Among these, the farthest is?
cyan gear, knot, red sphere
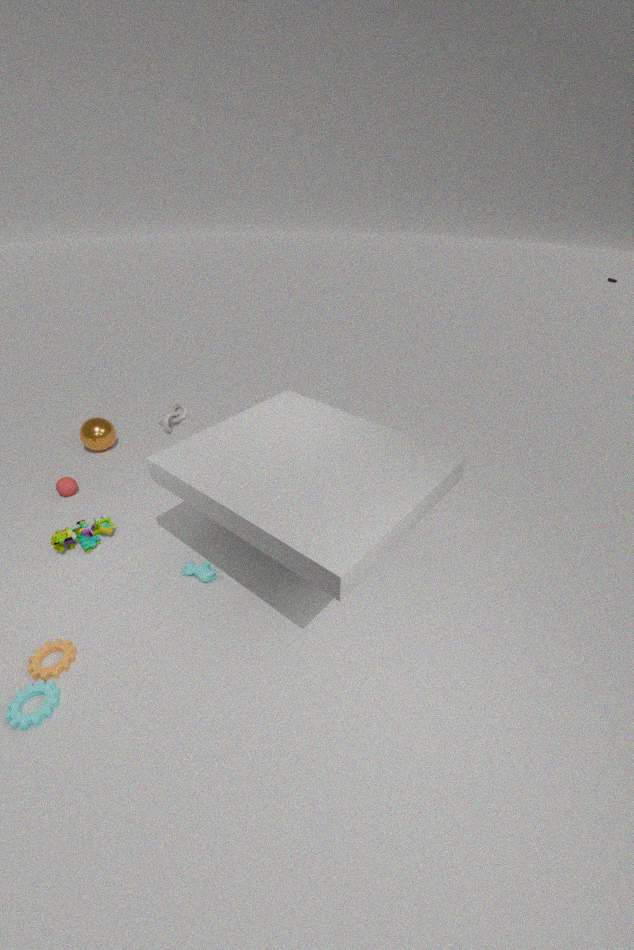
red sphere
